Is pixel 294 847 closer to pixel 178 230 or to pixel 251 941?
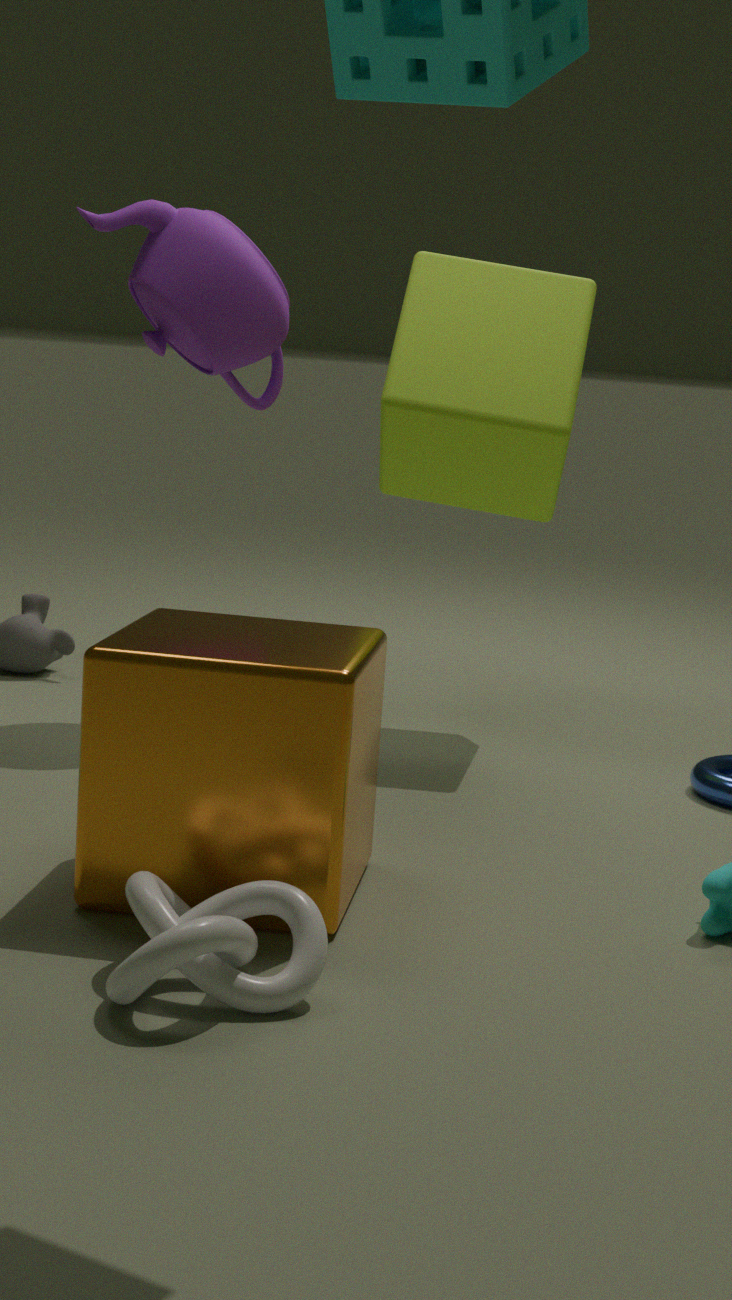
pixel 251 941
